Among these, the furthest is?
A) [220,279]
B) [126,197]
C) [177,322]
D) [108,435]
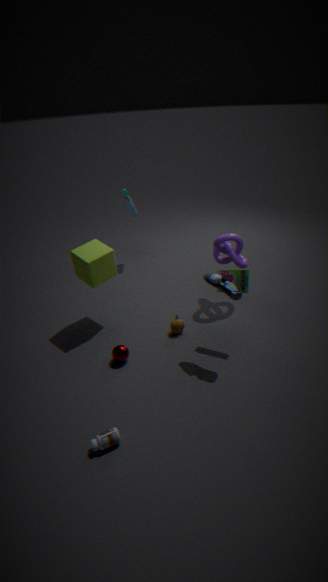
[126,197]
